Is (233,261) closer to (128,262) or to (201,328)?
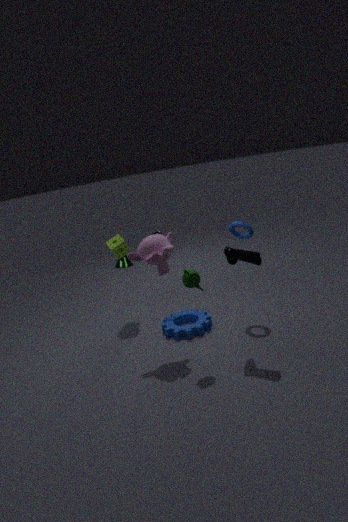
(201,328)
